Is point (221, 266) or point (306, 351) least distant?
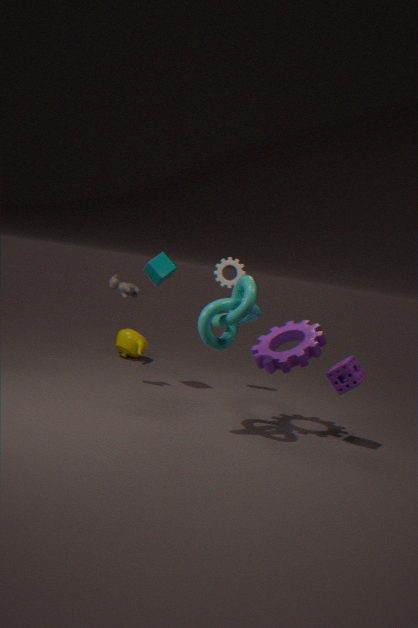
point (306, 351)
